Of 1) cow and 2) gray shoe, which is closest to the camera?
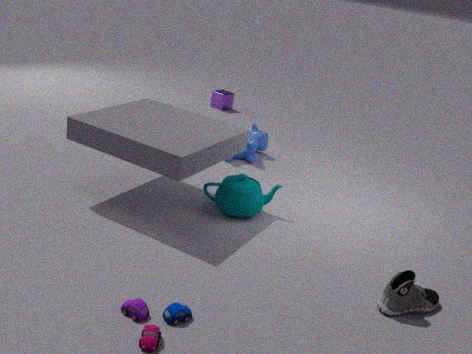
2. gray shoe
